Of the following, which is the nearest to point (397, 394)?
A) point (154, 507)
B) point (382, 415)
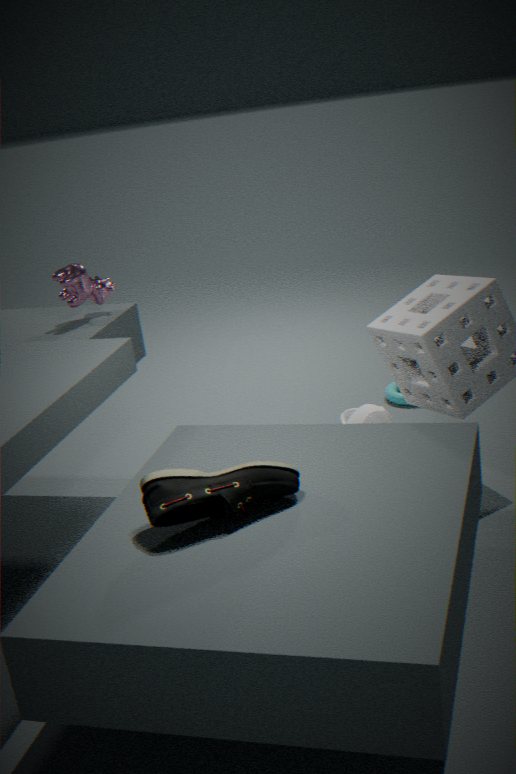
point (382, 415)
